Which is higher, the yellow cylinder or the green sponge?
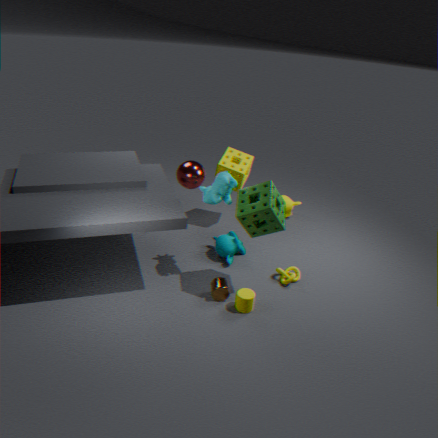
the green sponge
